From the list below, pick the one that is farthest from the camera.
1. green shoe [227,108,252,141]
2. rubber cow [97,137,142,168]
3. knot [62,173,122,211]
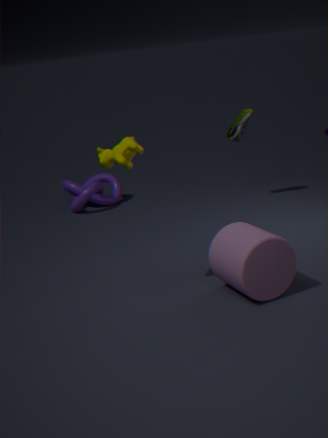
knot [62,173,122,211]
